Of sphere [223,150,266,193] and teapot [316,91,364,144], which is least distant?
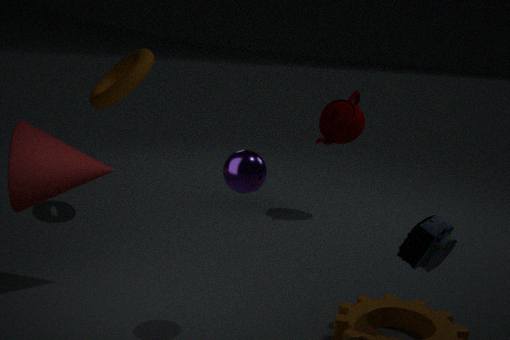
sphere [223,150,266,193]
